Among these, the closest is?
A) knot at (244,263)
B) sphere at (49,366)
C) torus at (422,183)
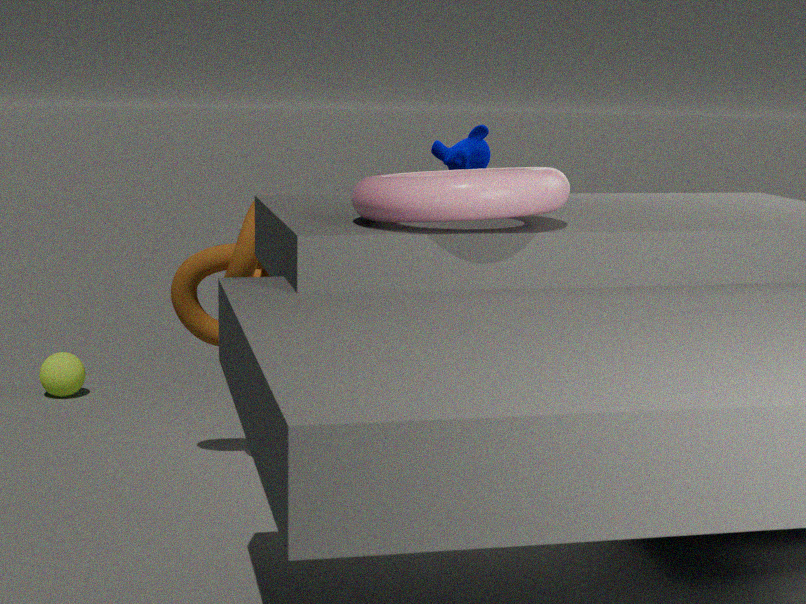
torus at (422,183)
